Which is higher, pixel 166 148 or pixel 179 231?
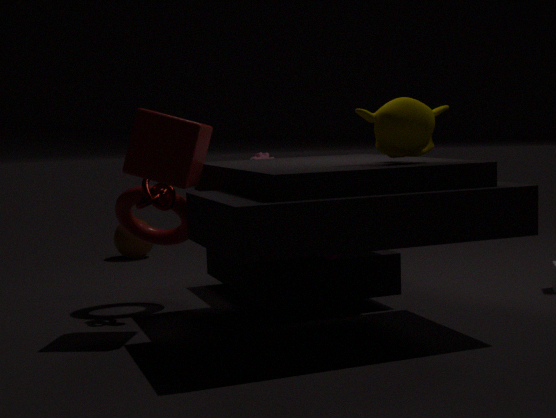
pixel 166 148
